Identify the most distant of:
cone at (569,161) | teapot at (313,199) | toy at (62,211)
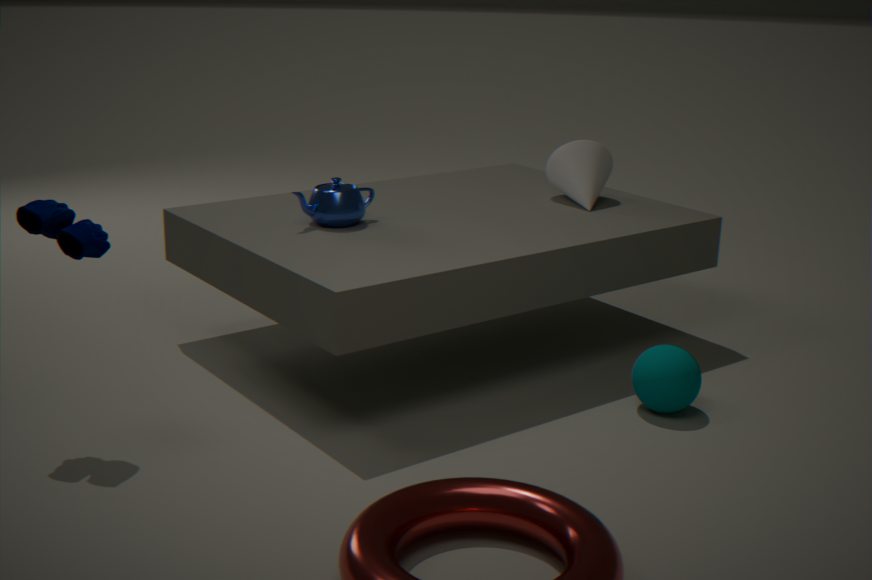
cone at (569,161)
